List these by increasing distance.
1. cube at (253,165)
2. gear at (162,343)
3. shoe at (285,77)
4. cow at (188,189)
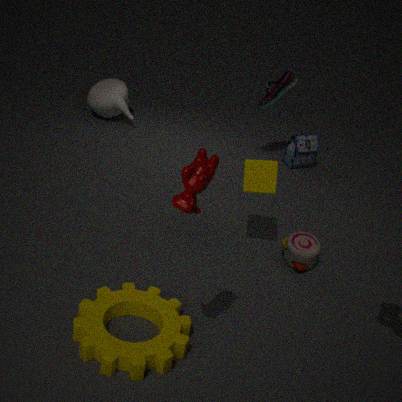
cow at (188,189), gear at (162,343), cube at (253,165), shoe at (285,77)
